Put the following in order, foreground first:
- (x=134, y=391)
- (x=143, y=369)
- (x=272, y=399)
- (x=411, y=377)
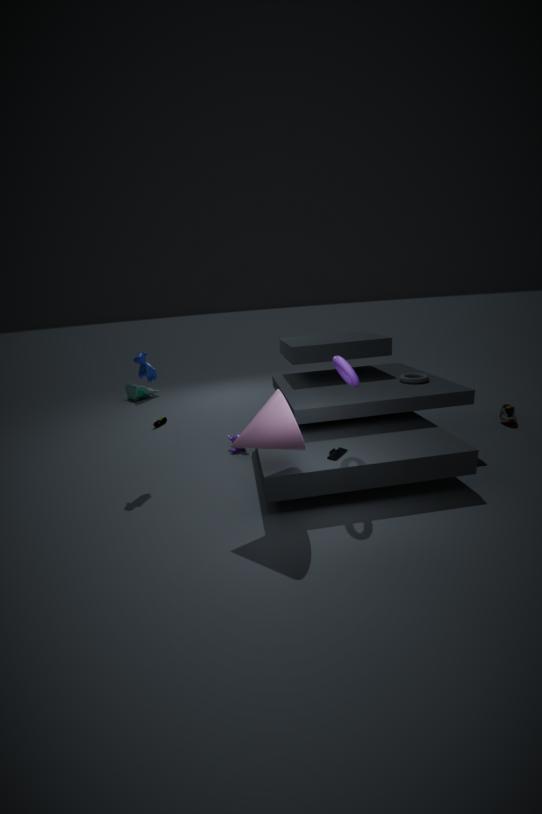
(x=272, y=399) < (x=143, y=369) < (x=411, y=377) < (x=134, y=391)
